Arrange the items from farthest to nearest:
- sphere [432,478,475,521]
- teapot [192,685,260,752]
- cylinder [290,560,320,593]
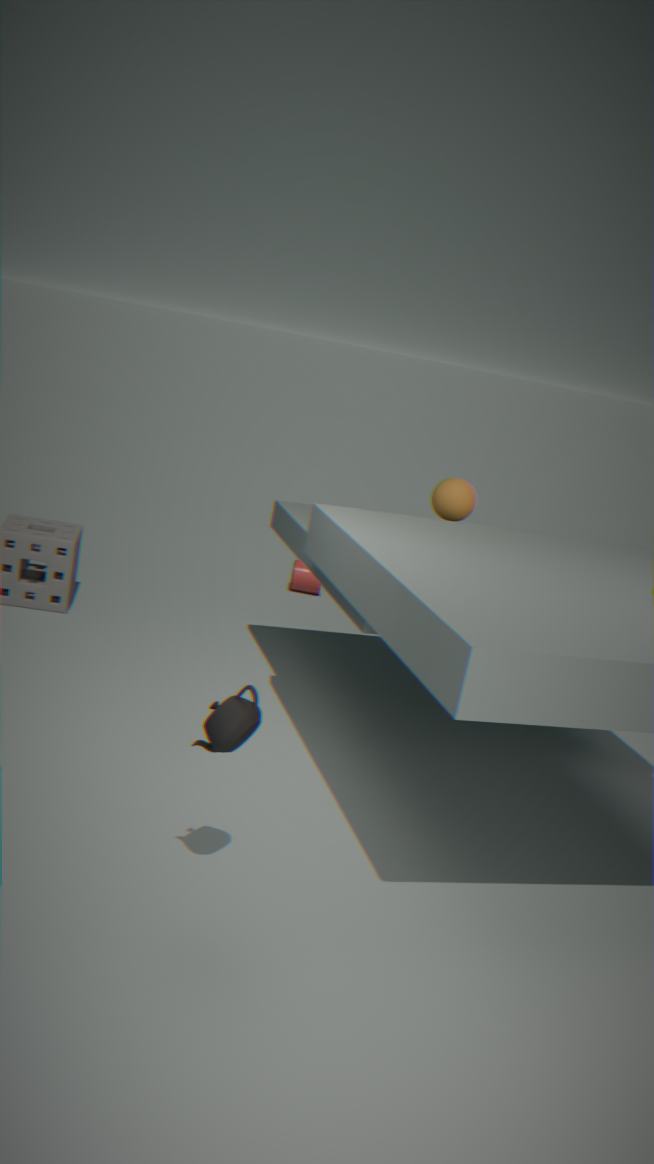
cylinder [290,560,320,593] < sphere [432,478,475,521] < teapot [192,685,260,752]
